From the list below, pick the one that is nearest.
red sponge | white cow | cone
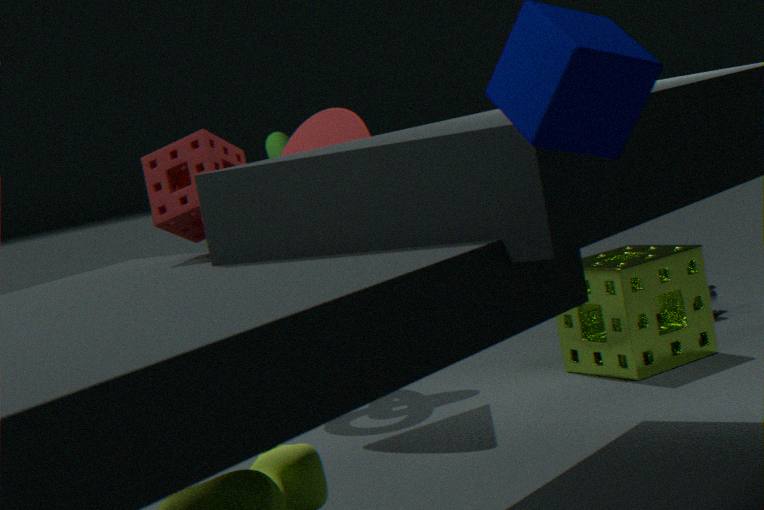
red sponge
